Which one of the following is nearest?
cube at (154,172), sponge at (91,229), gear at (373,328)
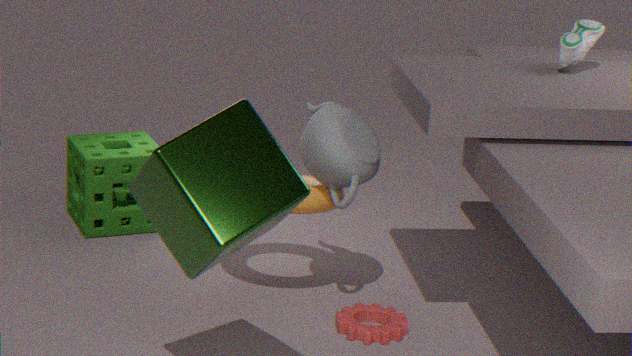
cube at (154,172)
